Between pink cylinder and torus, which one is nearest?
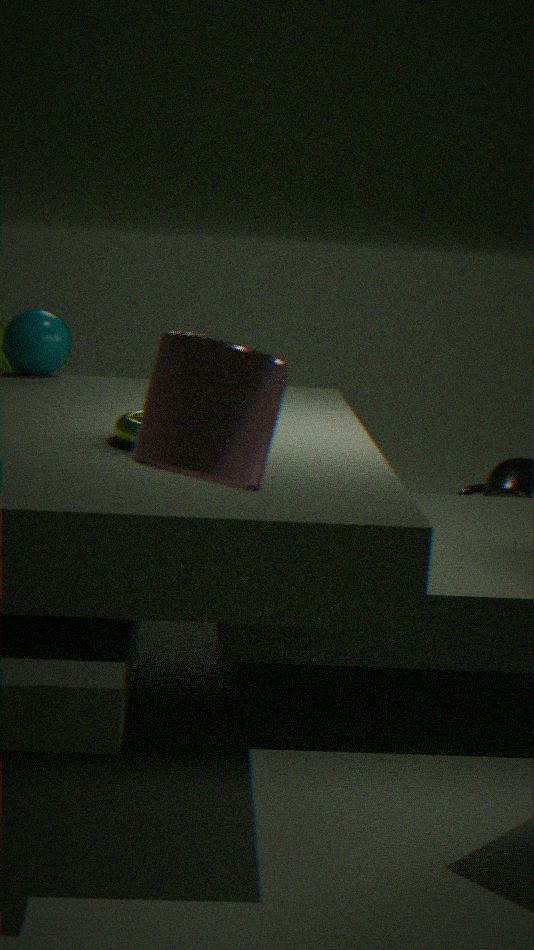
pink cylinder
